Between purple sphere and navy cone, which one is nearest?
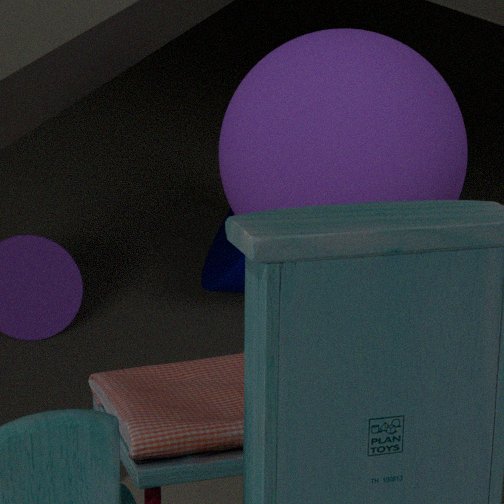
purple sphere
